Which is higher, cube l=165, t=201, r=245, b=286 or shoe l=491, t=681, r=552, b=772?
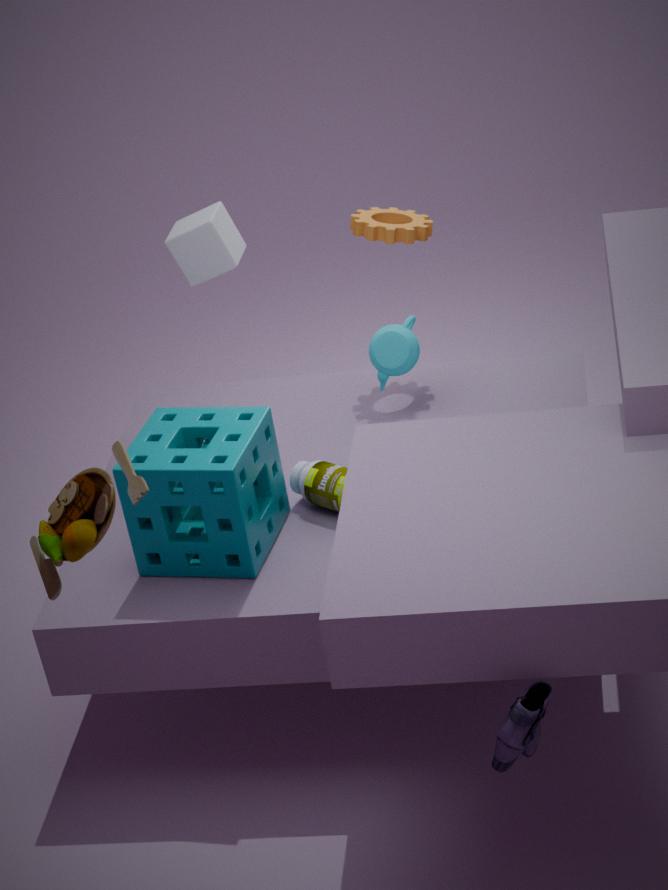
cube l=165, t=201, r=245, b=286
